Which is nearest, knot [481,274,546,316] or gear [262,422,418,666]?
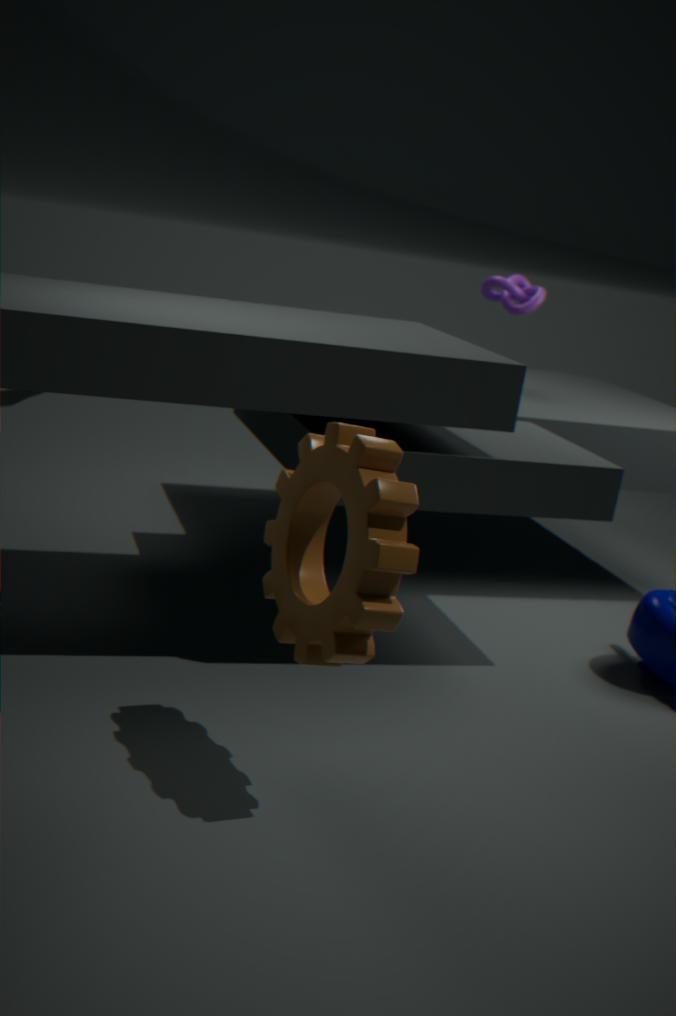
gear [262,422,418,666]
